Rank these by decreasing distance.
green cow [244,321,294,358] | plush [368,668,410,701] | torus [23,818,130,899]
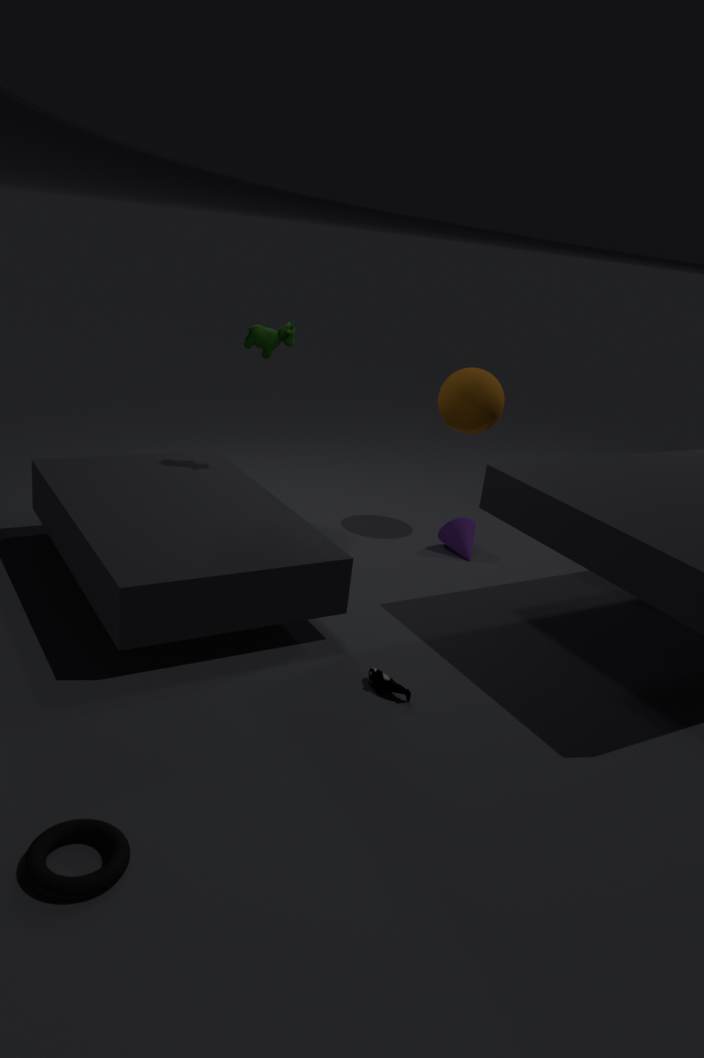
green cow [244,321,294,358], plush [368,668,410,701], torus [23,818,130,899]
